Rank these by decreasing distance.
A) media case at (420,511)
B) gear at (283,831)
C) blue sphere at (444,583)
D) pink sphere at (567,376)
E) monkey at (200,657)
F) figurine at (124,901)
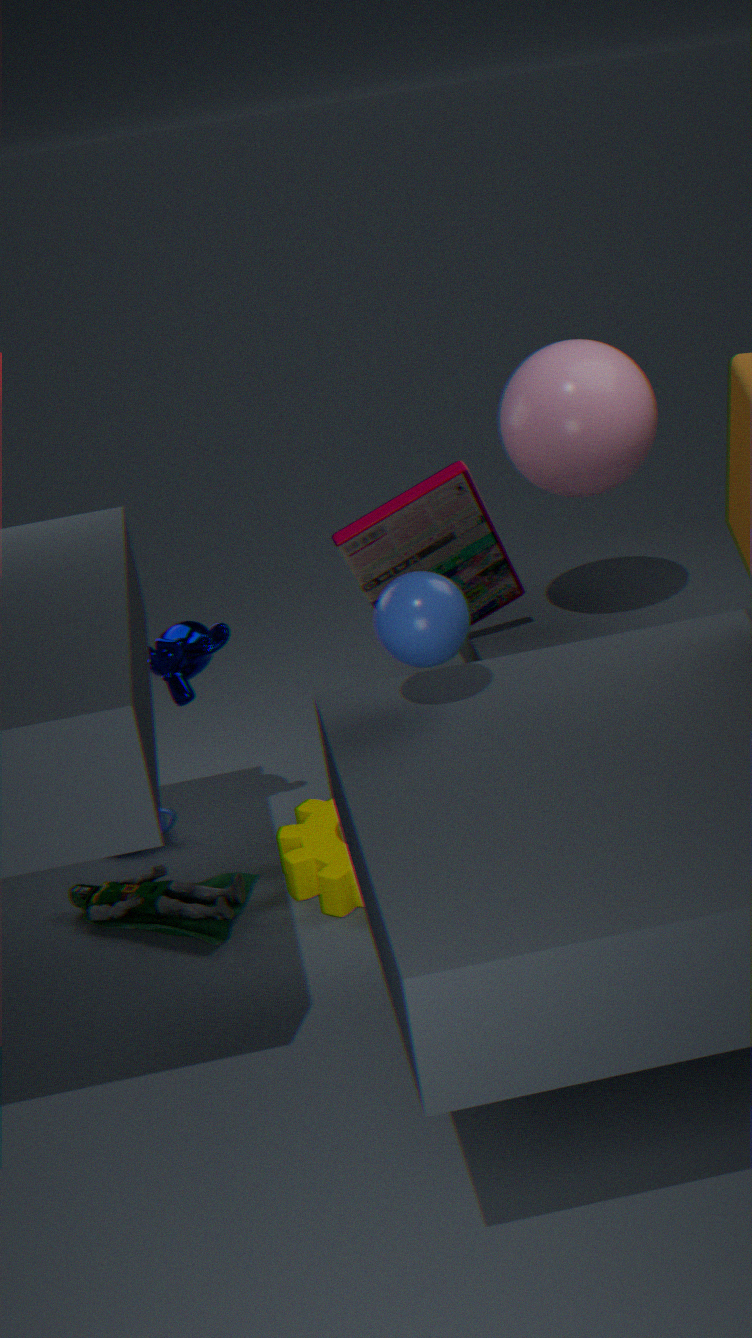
monkey at (200,657), media case at (420,511), pink sphere at (567,376), figurine at (124,901), gear at (283,831), blue sphere at (444,583)
